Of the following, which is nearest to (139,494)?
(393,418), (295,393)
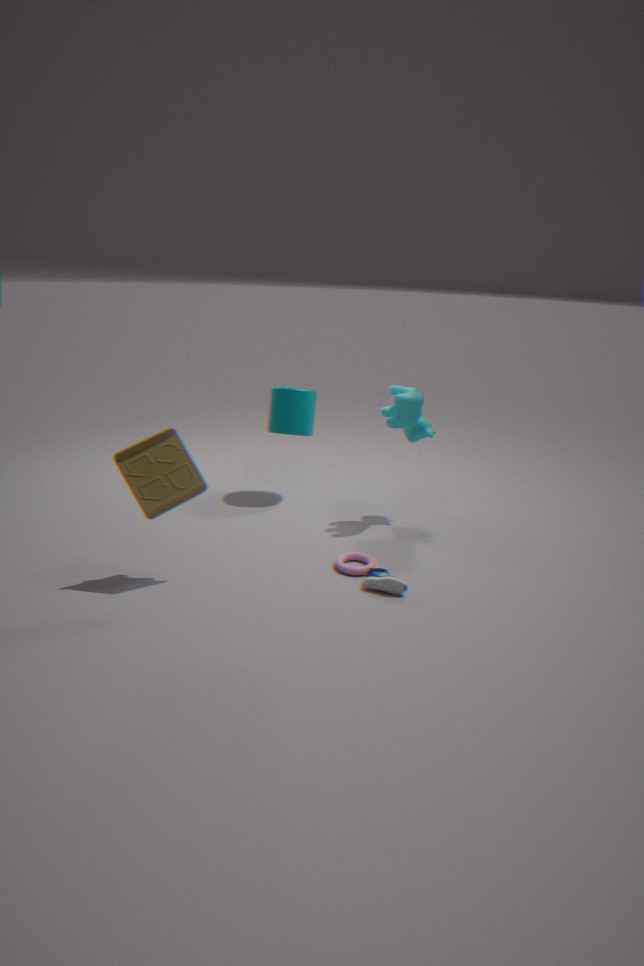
(295,393)
